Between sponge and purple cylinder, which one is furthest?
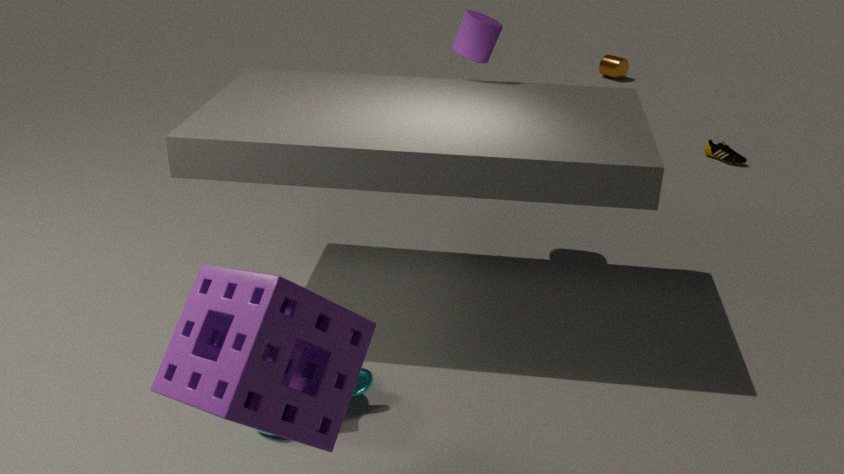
purple cylinder
